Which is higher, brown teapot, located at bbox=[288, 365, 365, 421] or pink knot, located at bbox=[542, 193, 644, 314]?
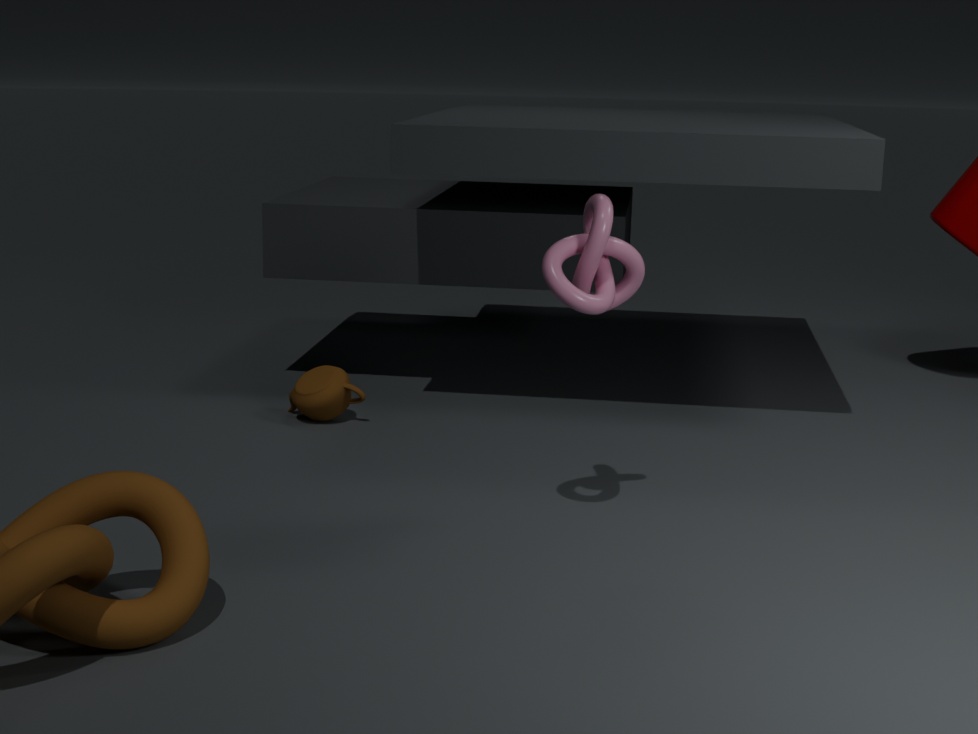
pink knot, located at bbox=[542, 193, 644, 314]
